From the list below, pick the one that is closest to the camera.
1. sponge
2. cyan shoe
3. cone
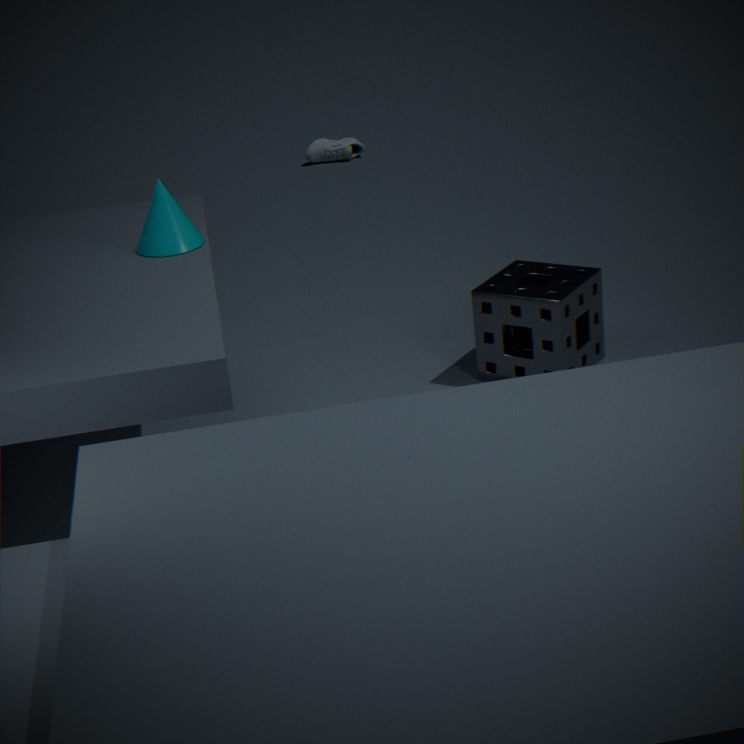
cone
